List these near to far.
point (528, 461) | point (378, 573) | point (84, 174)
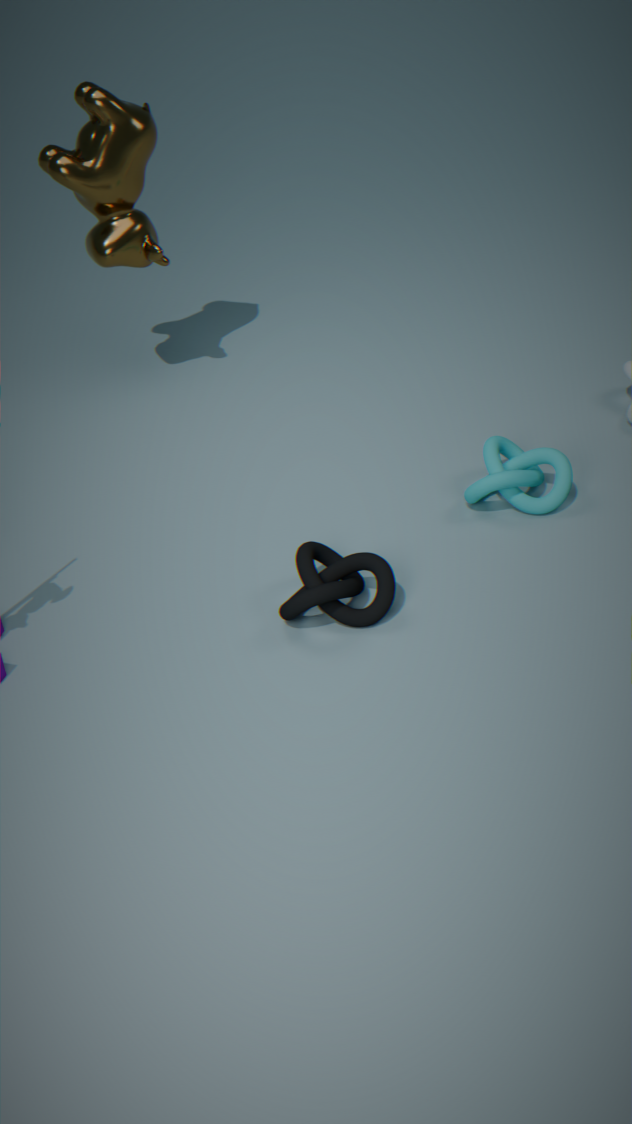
1. point (378, 573)
2. point (528, 461)
3. point (84, 174)
